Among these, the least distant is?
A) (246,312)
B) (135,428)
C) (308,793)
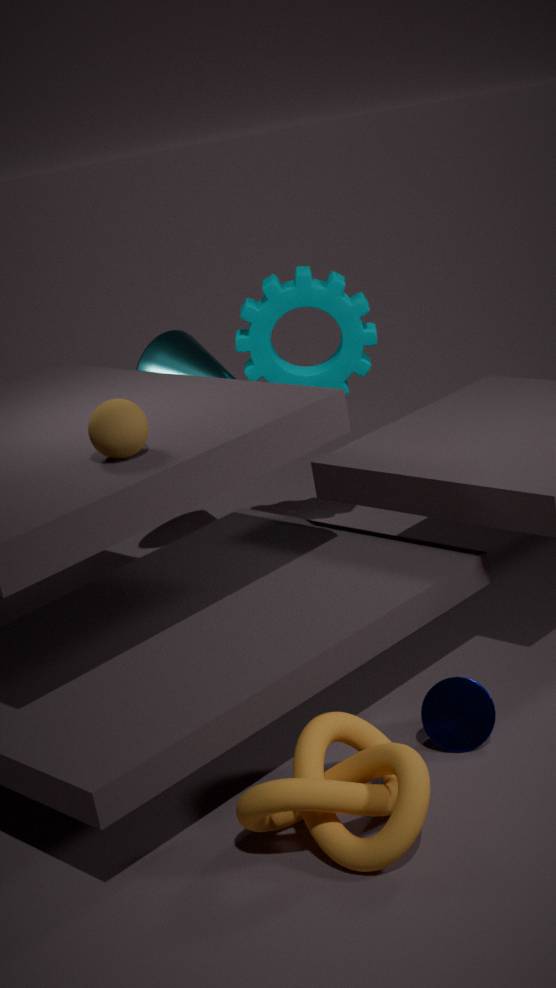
(308,793)
